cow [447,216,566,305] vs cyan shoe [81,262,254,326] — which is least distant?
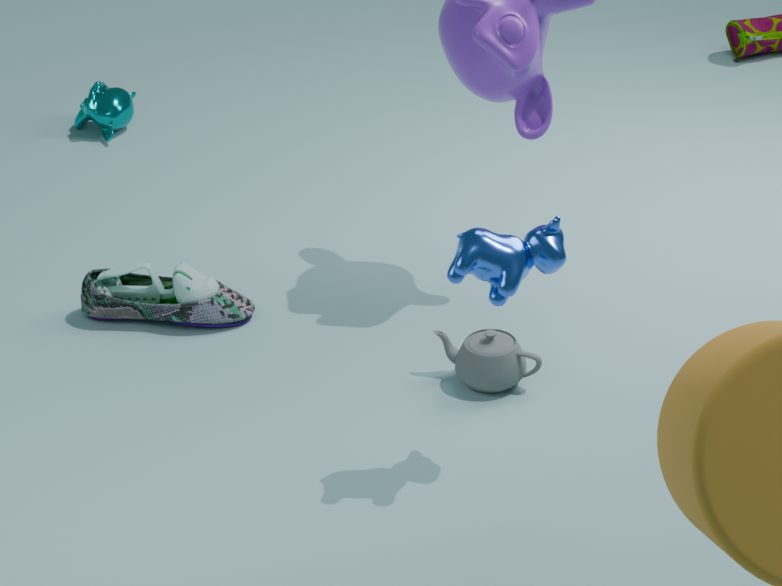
cow [447,216,566,305]
